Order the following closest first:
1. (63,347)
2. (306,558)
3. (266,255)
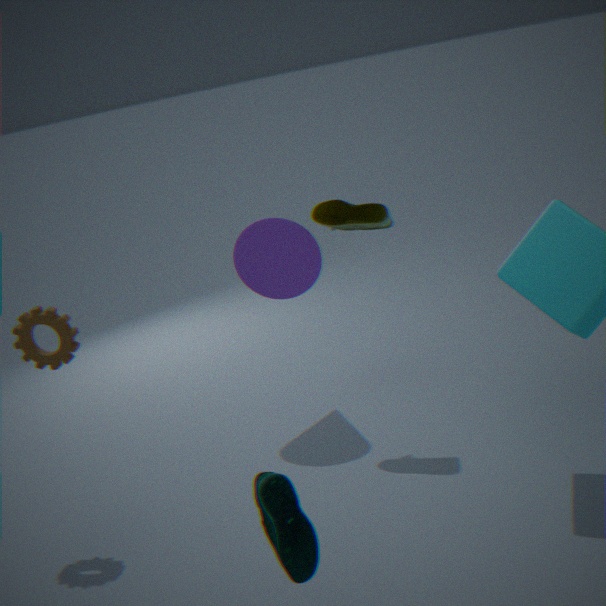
(306,558) → (63,347) → (266,255)
